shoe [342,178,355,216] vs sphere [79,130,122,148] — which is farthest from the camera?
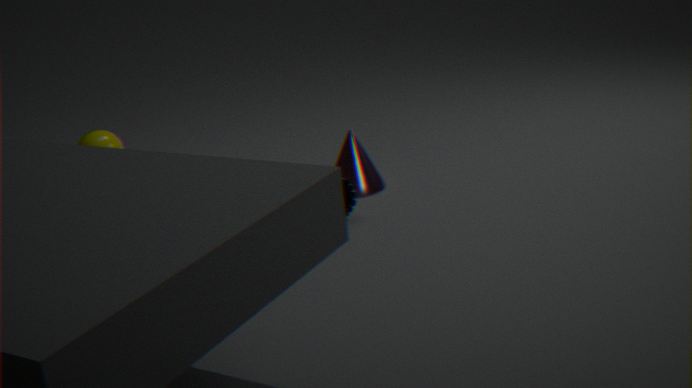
sphere [79,130,122,148]
